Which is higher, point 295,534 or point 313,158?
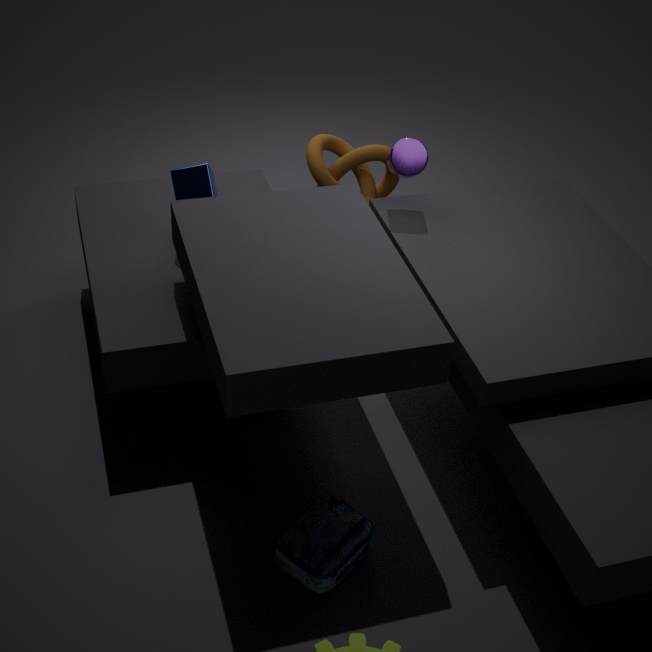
point 313,158
